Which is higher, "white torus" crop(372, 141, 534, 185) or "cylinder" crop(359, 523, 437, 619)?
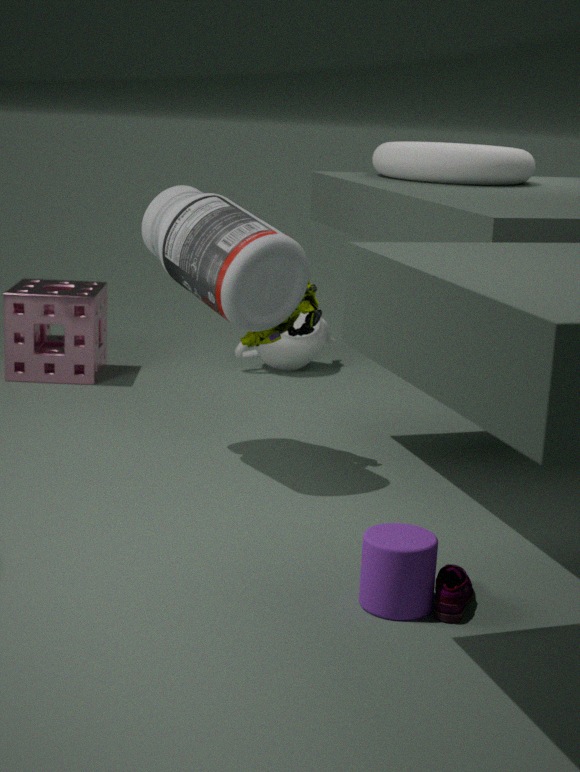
"white torus" crop(372, 141, 534, 185)
